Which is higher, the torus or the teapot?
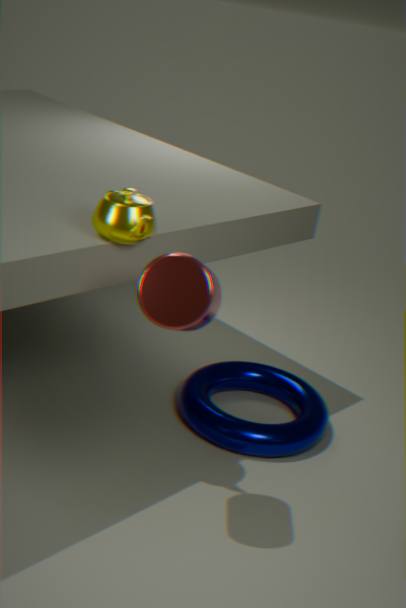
the teapot
